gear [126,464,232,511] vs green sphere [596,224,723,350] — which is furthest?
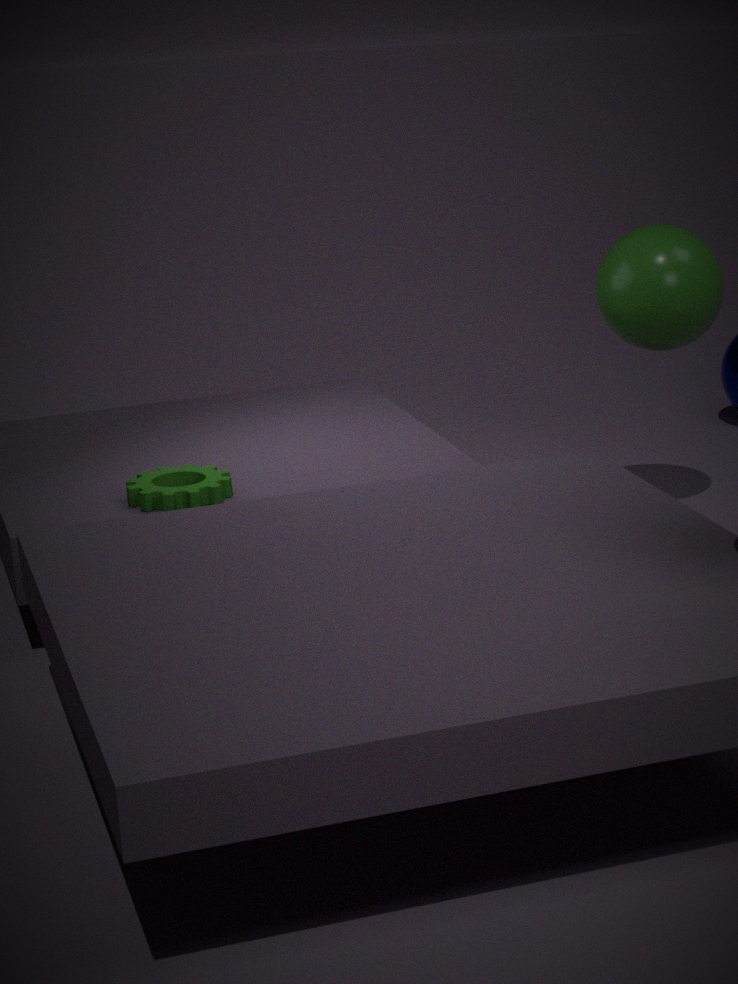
green sphere [596,224,723,350]
